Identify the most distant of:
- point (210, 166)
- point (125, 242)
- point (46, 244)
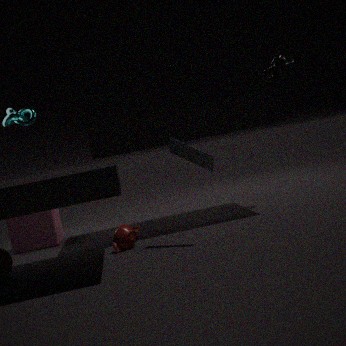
point (46, 244)
